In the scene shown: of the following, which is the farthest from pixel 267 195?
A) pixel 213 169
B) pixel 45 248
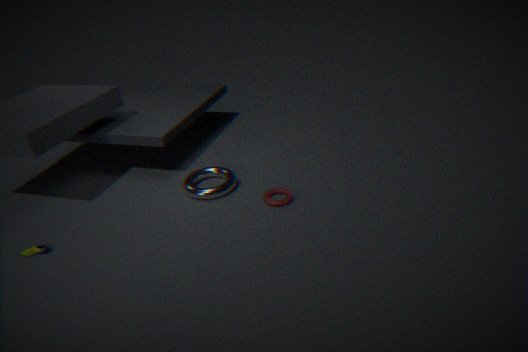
pixel 45 248
